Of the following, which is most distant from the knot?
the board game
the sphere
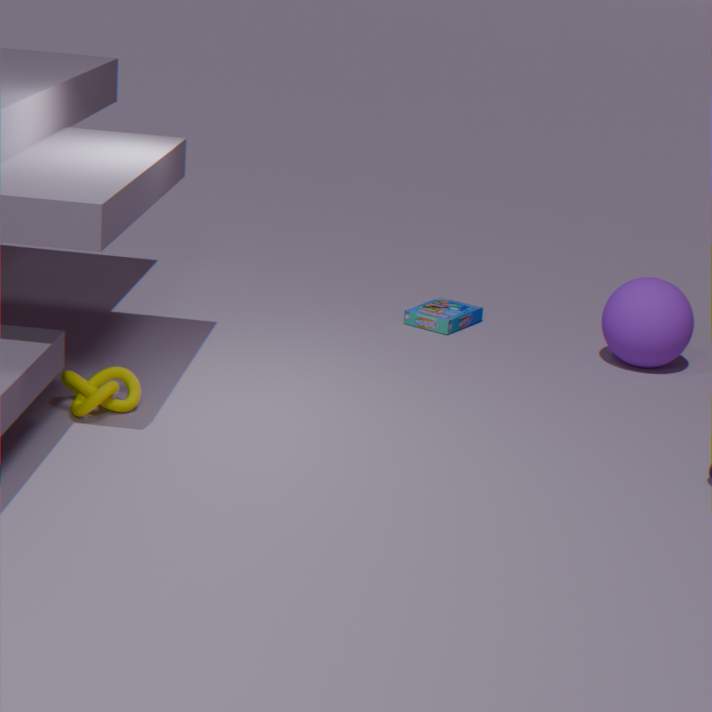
the sphere
